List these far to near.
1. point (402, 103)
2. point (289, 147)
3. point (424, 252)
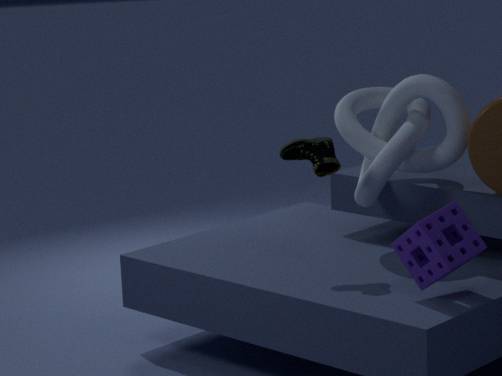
1. point (402, 103)
2. point (289, 147)
3. point (424, 252)
